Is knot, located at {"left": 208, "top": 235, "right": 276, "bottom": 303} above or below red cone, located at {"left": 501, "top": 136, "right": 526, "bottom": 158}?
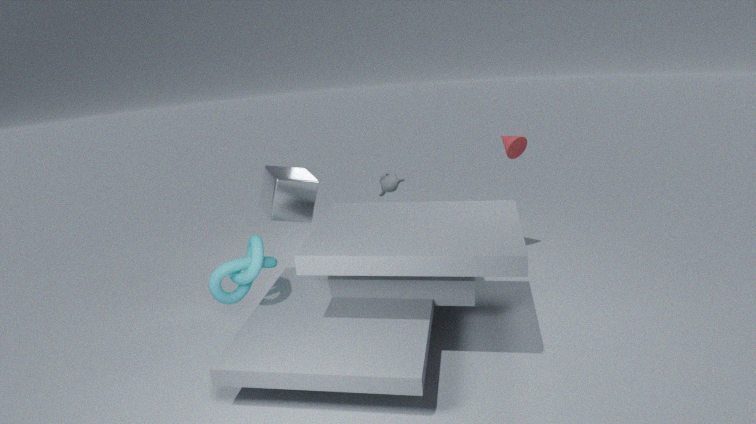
below
